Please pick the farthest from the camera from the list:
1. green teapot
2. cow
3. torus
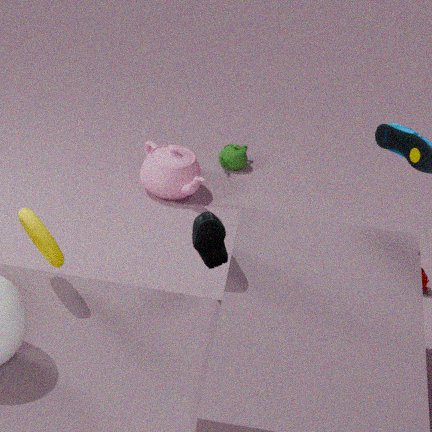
green teapot
